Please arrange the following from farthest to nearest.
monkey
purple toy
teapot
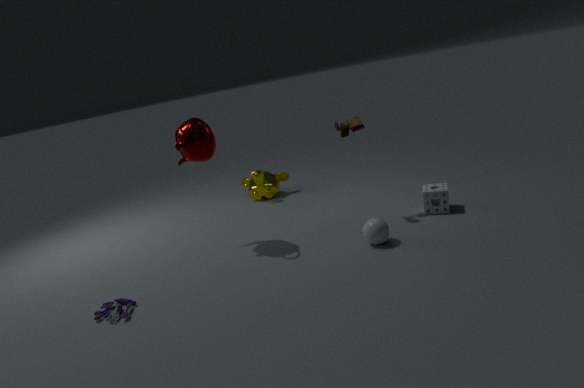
monkey → teapot → purple toy
